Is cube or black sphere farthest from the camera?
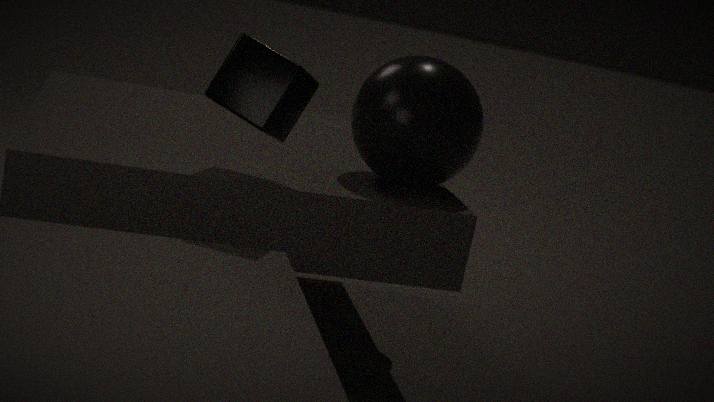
black sphere
